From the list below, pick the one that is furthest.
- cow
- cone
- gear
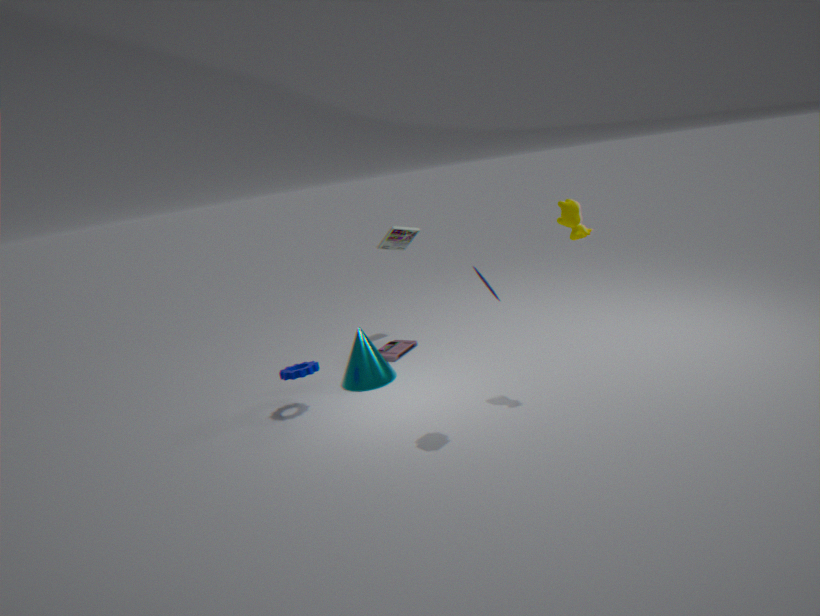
cone
